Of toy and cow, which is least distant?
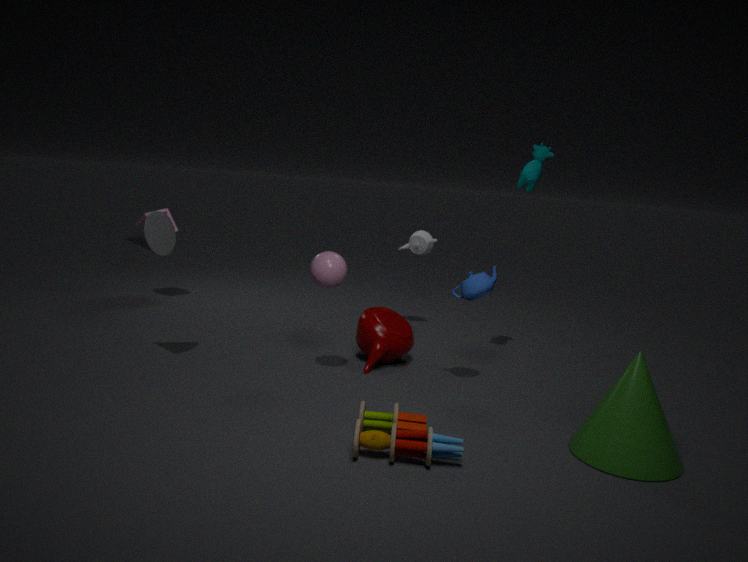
toy
